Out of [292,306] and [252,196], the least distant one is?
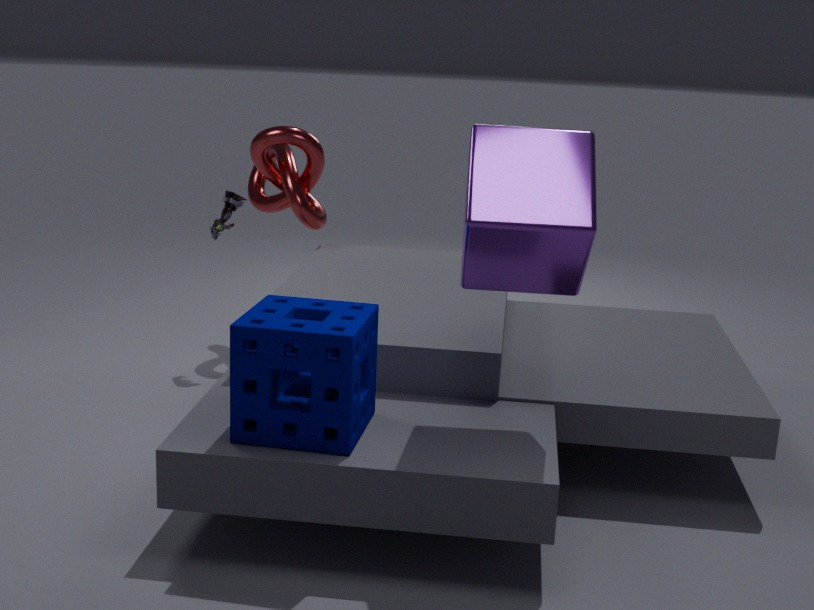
[292,306]
